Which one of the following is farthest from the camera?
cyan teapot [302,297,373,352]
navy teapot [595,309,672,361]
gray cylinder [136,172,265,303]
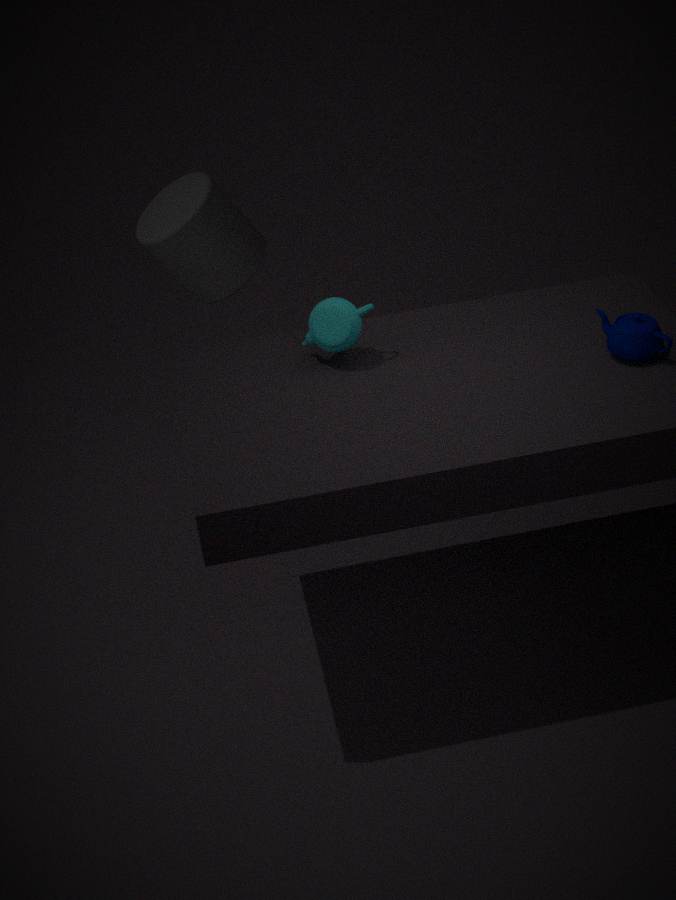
gray cylinder [136,172,265,303]
